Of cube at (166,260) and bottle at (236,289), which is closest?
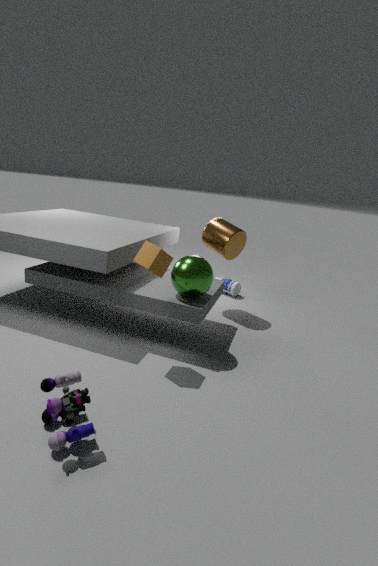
cube at (166,260)
